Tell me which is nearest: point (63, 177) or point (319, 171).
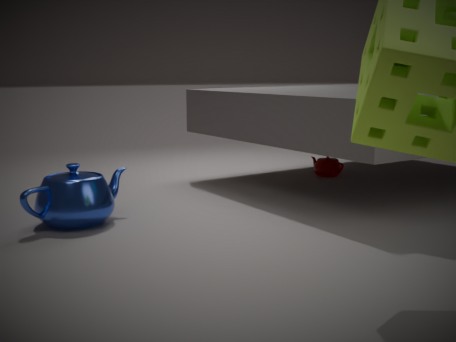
point (63, 177)
